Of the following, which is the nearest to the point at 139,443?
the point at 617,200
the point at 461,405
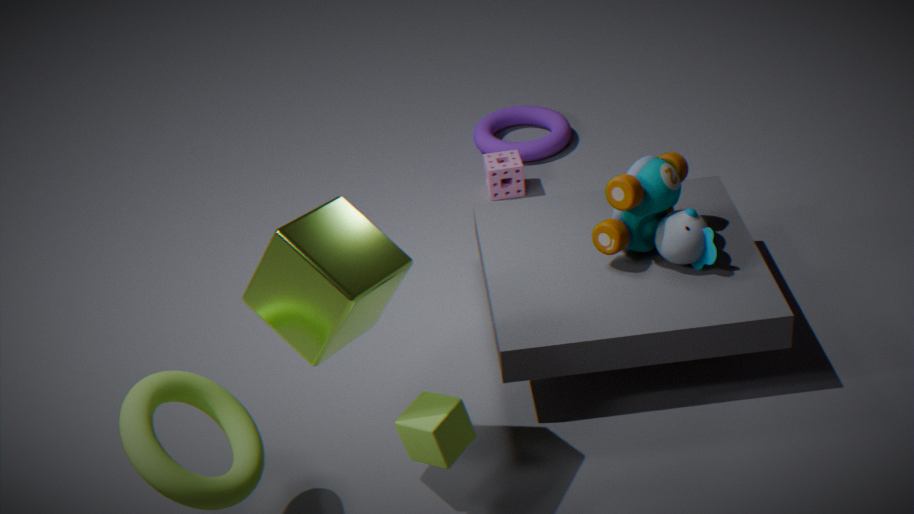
the point at 461,405
